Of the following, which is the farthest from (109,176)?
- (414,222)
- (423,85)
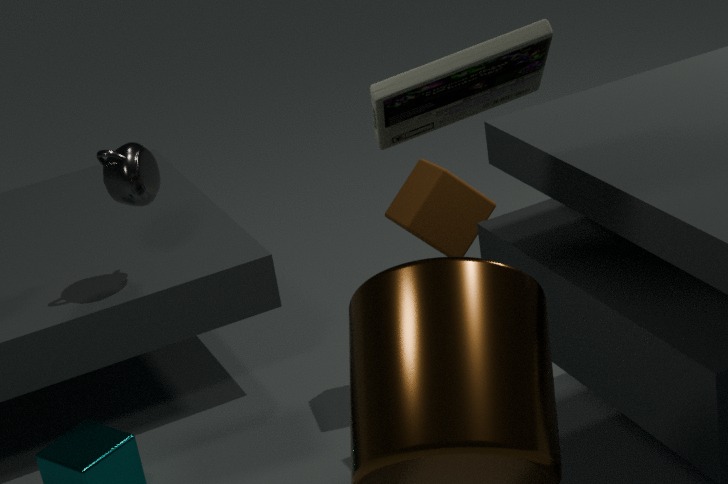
(423,85)
